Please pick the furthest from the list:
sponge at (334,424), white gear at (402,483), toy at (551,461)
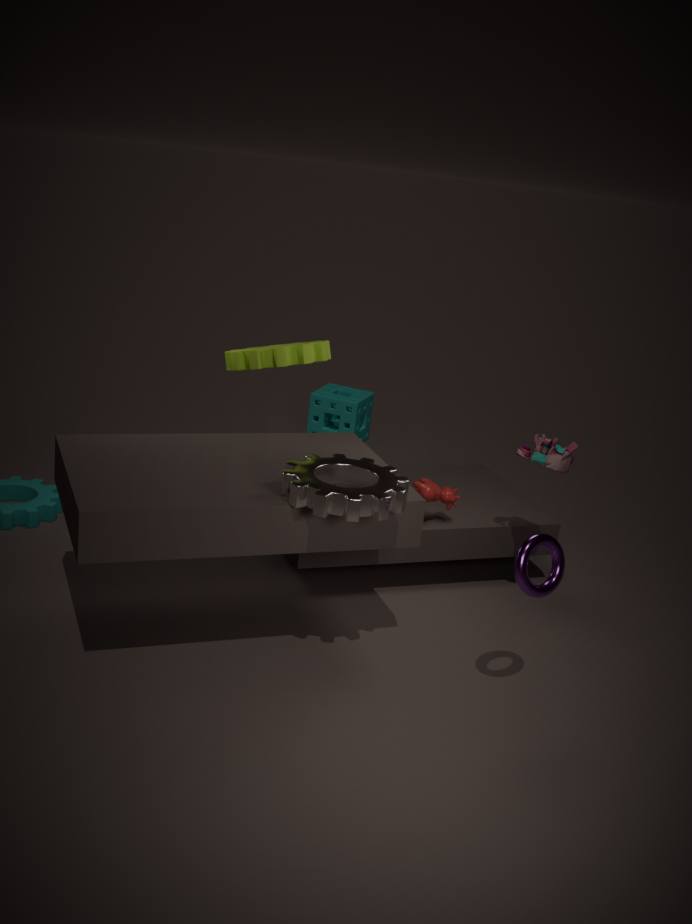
sponge at (334,424)
